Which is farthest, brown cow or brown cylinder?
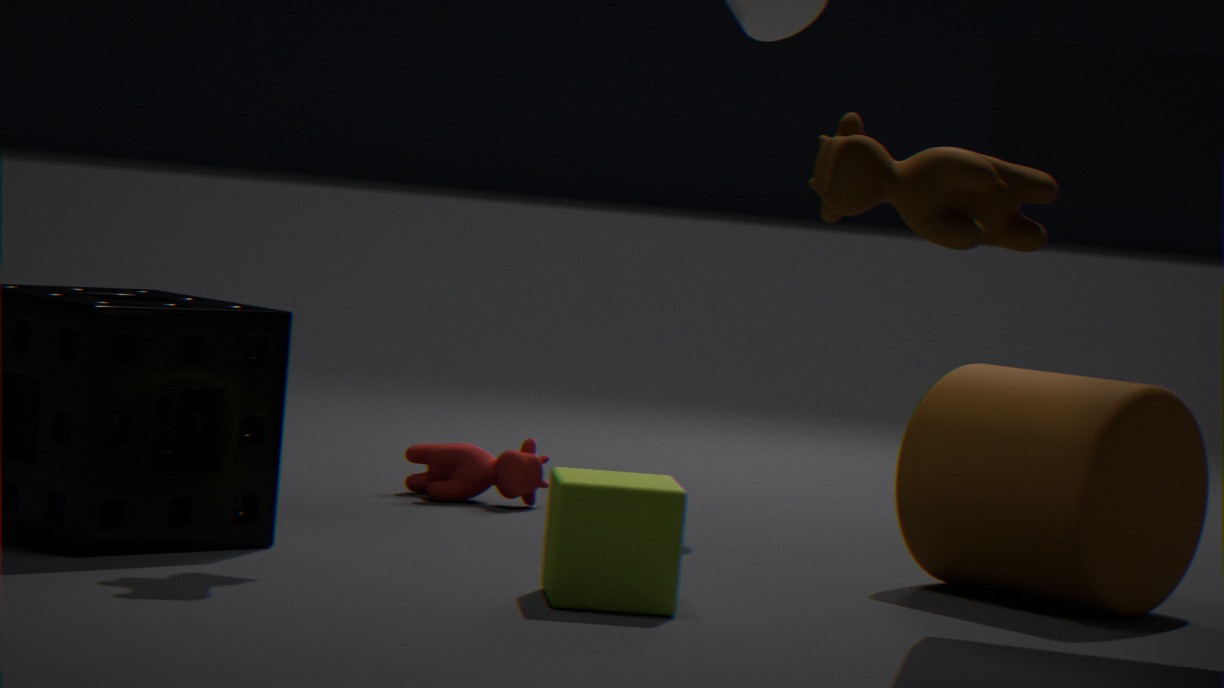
brown cylinder
